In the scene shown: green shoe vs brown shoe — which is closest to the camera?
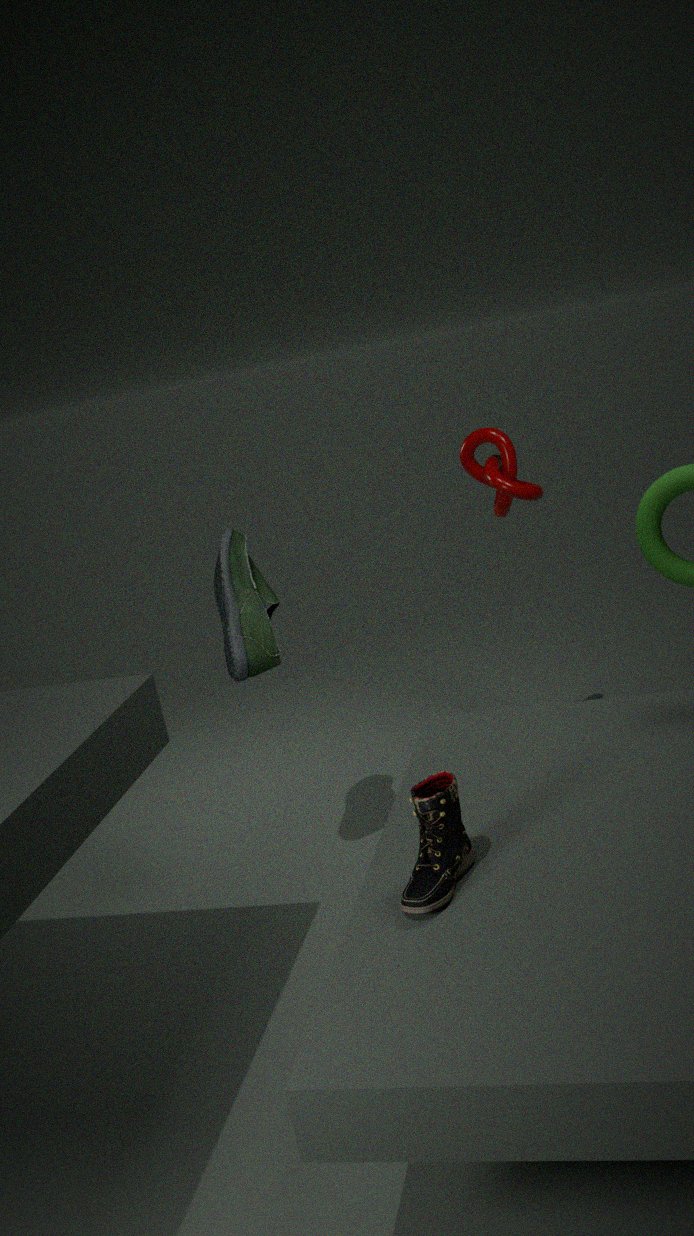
brown shoe
